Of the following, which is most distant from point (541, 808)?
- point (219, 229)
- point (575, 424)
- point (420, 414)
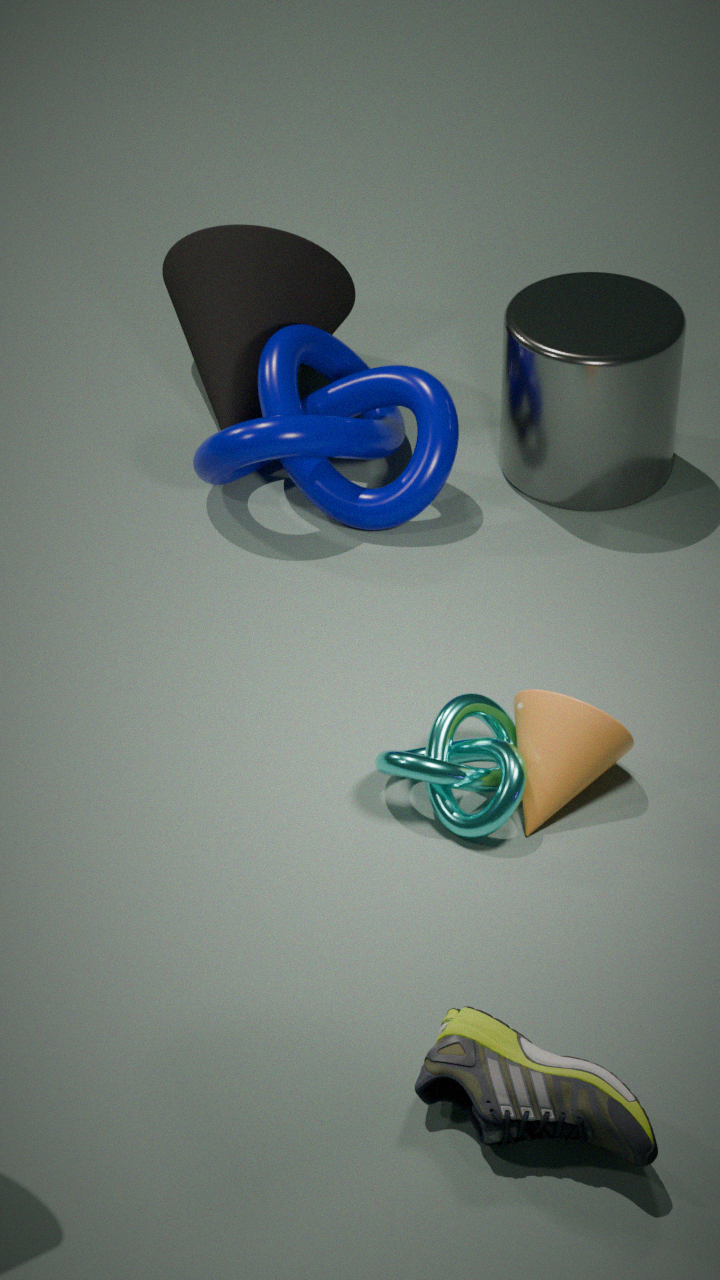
point (219, 229)
